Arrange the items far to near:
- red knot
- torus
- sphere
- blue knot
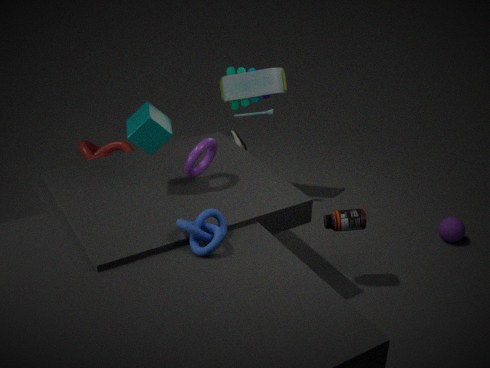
red knot < sphere < torus < blue knot
